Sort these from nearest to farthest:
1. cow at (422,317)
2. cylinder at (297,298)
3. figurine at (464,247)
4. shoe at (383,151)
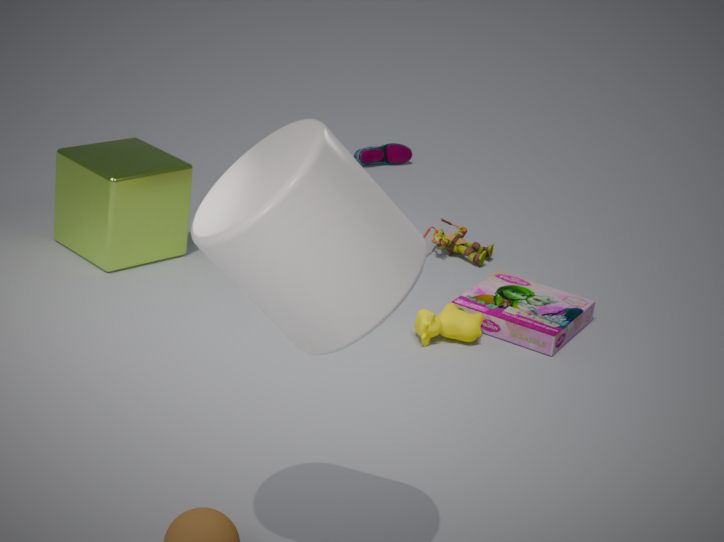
cylinder at (297,298)
cow at (422,317)
figurine at (464,247)
shoe at (383,151)
